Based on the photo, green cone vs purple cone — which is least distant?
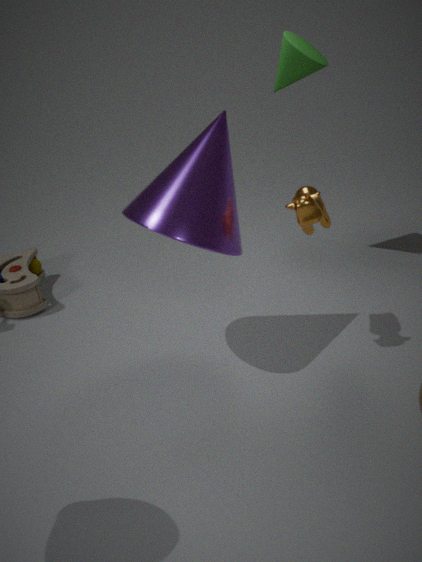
purple cone
